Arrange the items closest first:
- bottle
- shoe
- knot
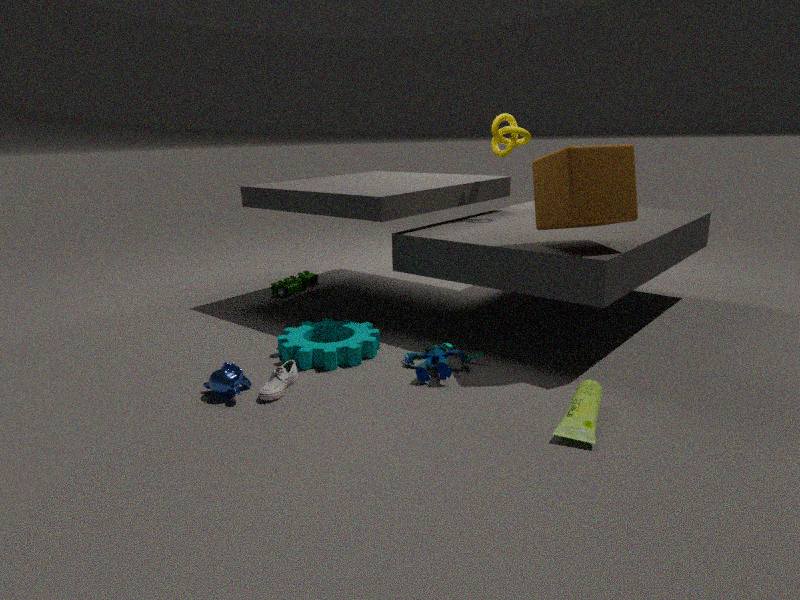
bottle → shoe → knot
